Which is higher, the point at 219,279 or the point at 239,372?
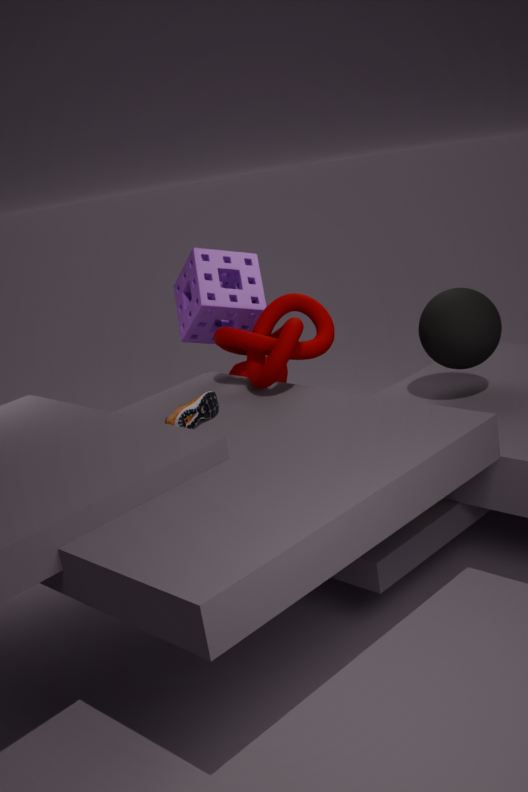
the point at 219,279
